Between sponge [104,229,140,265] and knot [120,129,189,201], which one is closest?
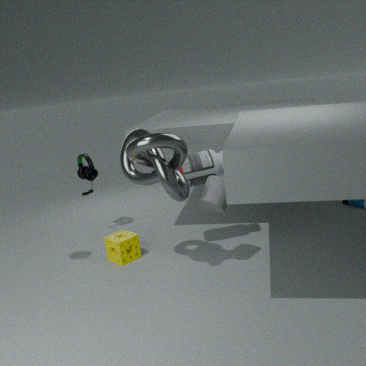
knot [120,129,189,201]
